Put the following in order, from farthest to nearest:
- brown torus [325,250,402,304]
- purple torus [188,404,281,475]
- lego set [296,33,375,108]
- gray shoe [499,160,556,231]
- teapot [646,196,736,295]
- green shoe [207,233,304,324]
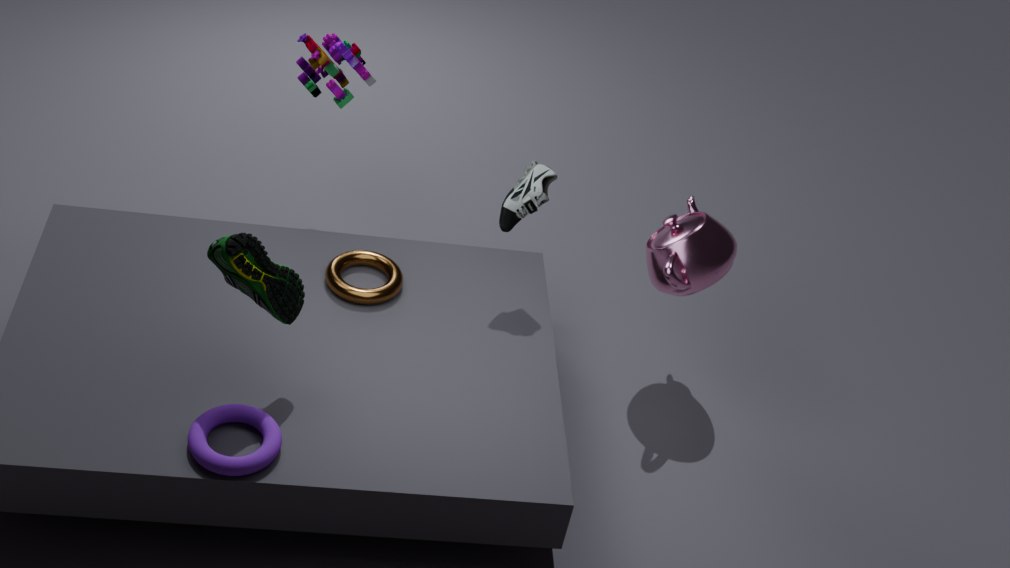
lego set [296,33,375,108]
teapot [646,196,736,295]
gray shoe [499,160,556,231]
brown torus [325,250,402,304]
green shoe [207,233,304,324]
purple torus [188,404,281,475]
